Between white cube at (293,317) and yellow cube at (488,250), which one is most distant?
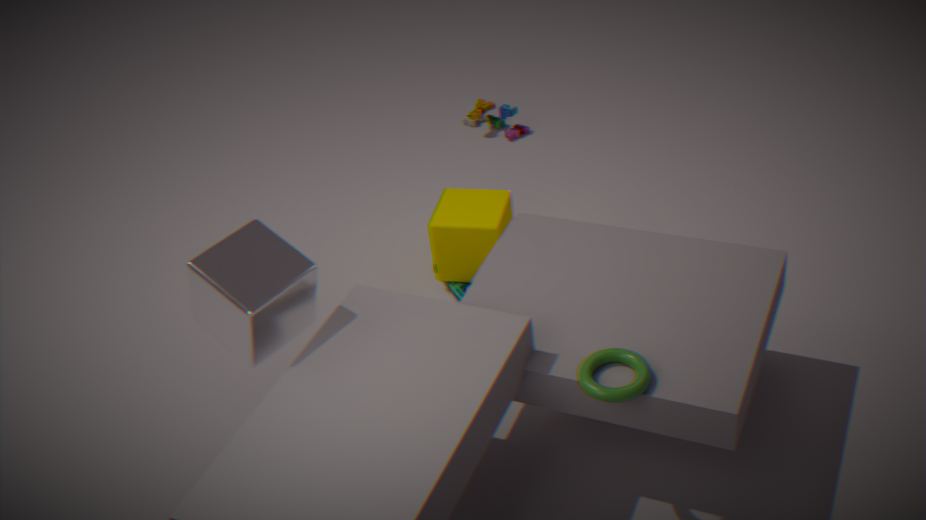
yellow cube at (488,250)
